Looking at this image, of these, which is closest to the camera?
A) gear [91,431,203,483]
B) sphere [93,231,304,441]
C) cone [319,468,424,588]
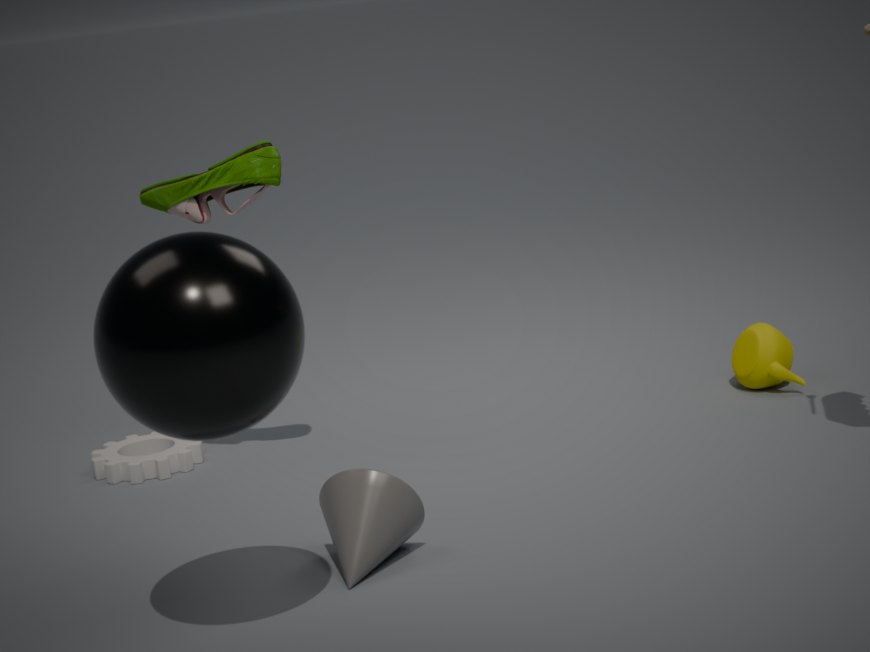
sphere [93,231,304,441]
